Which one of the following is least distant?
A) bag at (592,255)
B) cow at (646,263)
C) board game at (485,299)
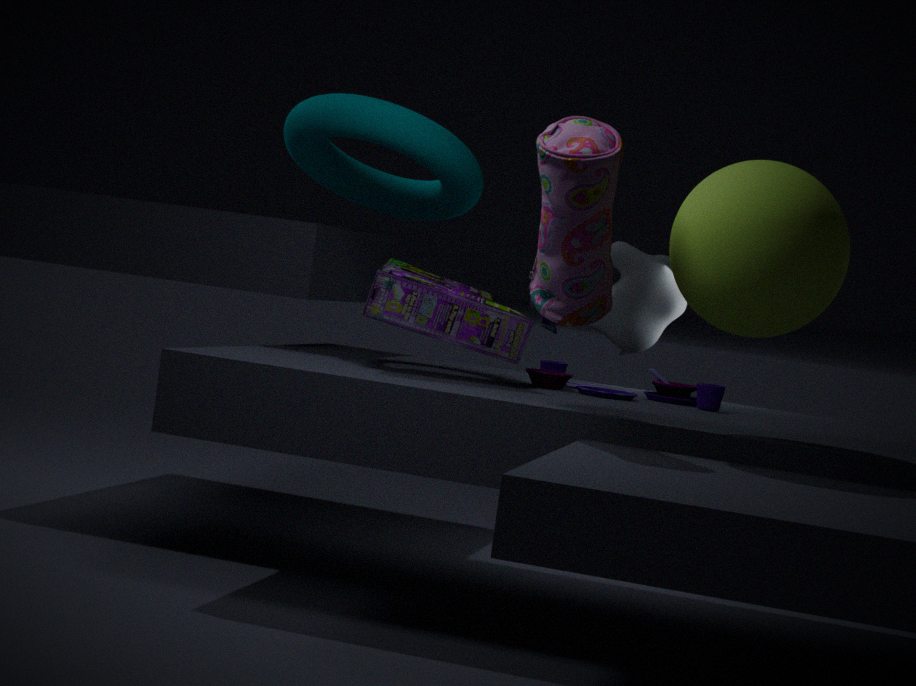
bag at (592,255)
